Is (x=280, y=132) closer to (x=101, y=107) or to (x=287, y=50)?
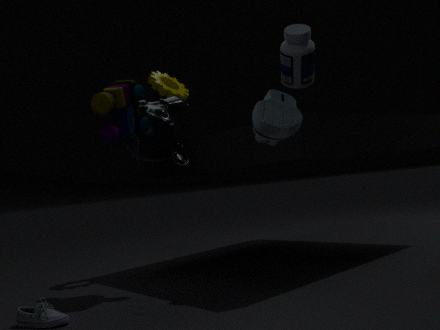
(x=101, y=107)
